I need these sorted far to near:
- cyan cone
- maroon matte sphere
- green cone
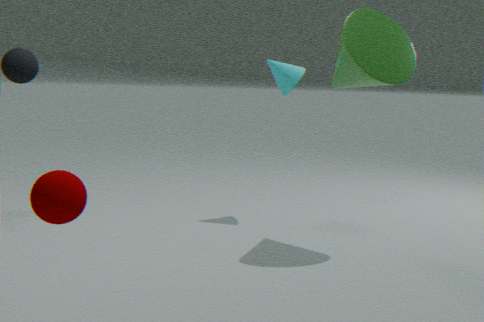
cyan cone → green cone → maroon matte sphere
